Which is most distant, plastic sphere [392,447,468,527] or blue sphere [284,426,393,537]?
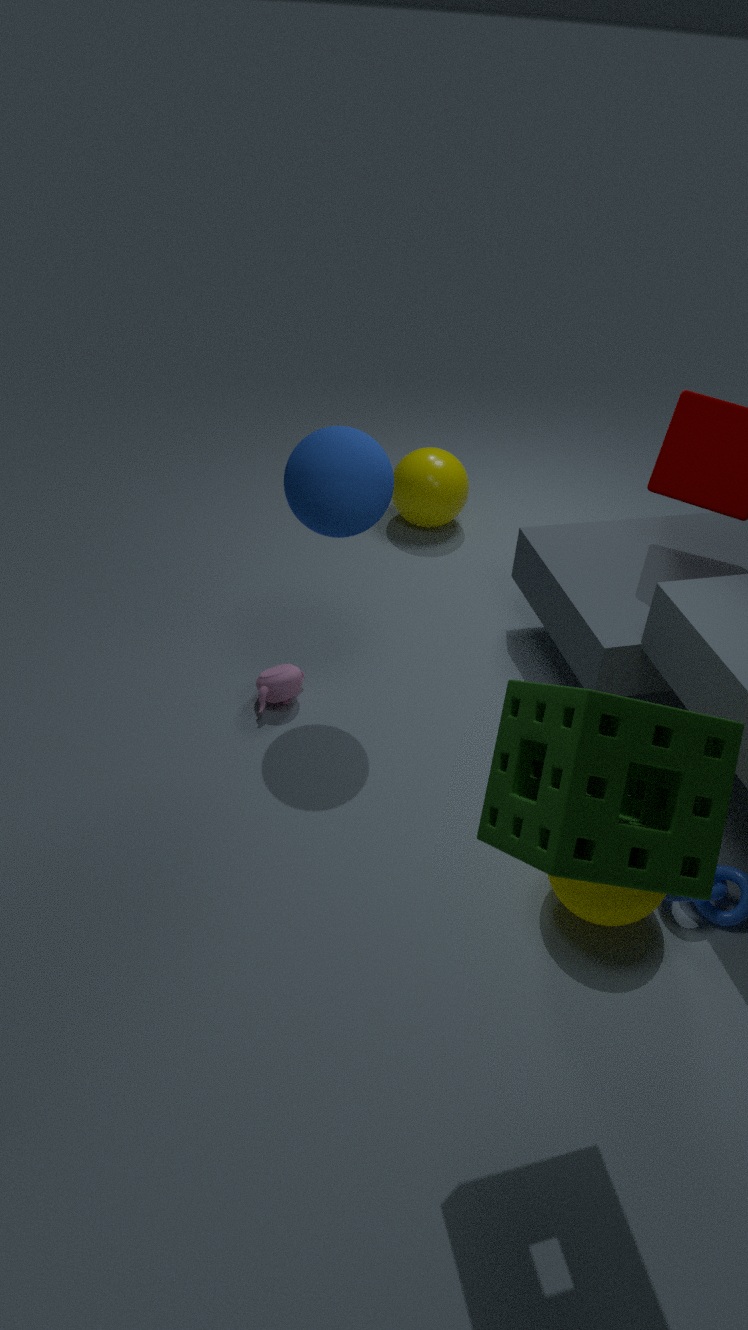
plastic sphere [392,447,468,527]
